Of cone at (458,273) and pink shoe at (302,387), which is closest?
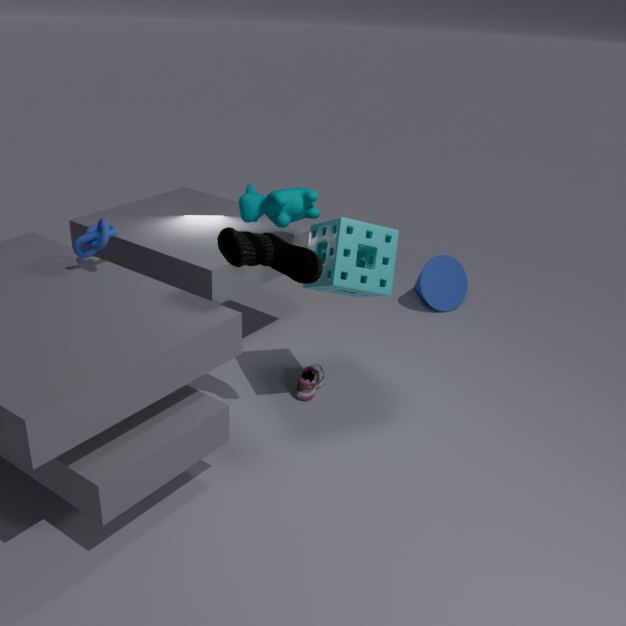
pink shoe at (302,387)
